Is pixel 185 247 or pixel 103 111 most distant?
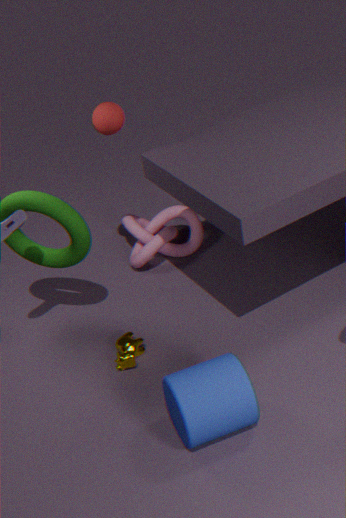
pixel 185 247
